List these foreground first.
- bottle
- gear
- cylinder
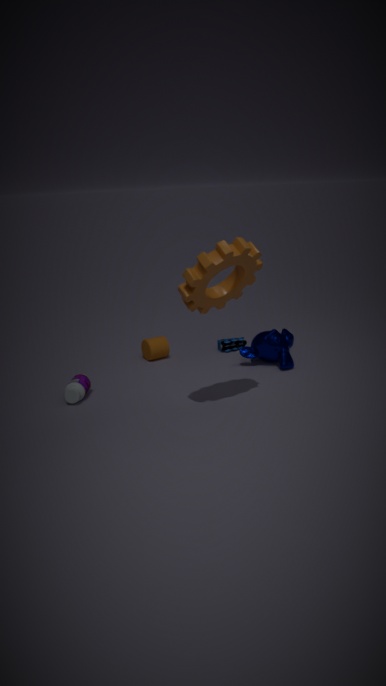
gear, bottle, cylinder
